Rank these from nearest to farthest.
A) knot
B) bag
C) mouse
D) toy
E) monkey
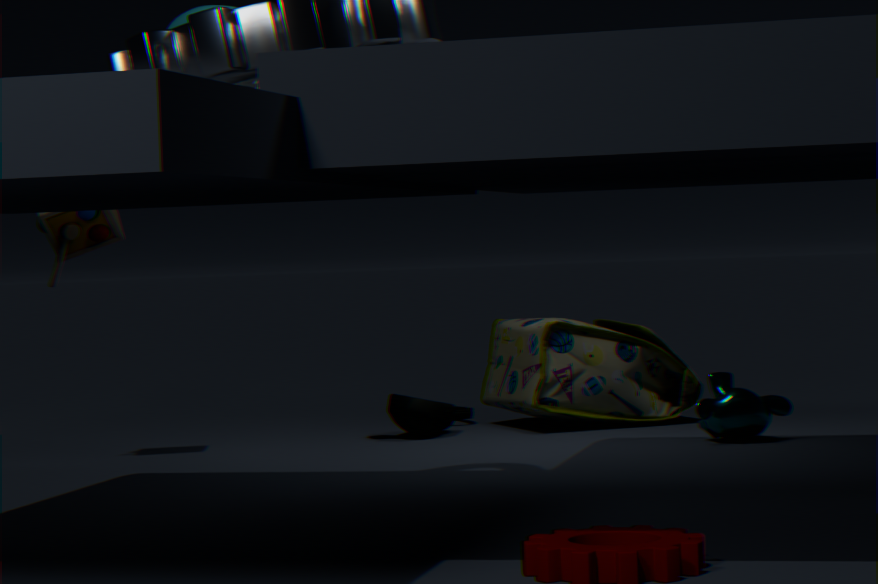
knot → toy → monkey → mouse → bag
